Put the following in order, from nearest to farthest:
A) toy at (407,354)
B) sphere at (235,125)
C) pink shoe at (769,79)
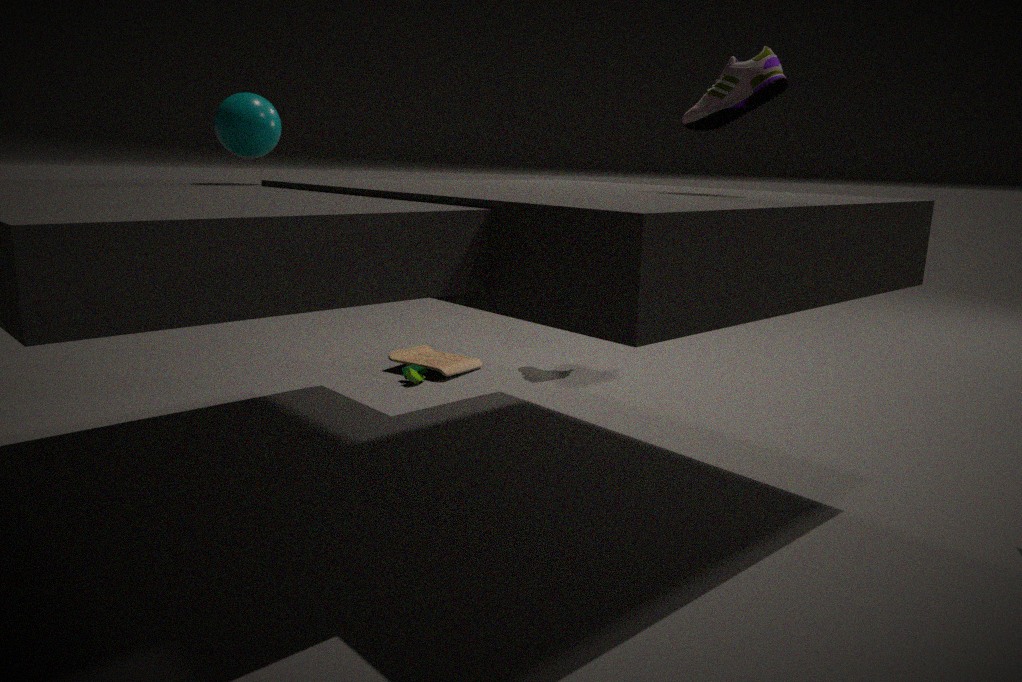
1. pink shoe at (769,79)
2. sphere at (235,125)
3. toy at (407,354)
